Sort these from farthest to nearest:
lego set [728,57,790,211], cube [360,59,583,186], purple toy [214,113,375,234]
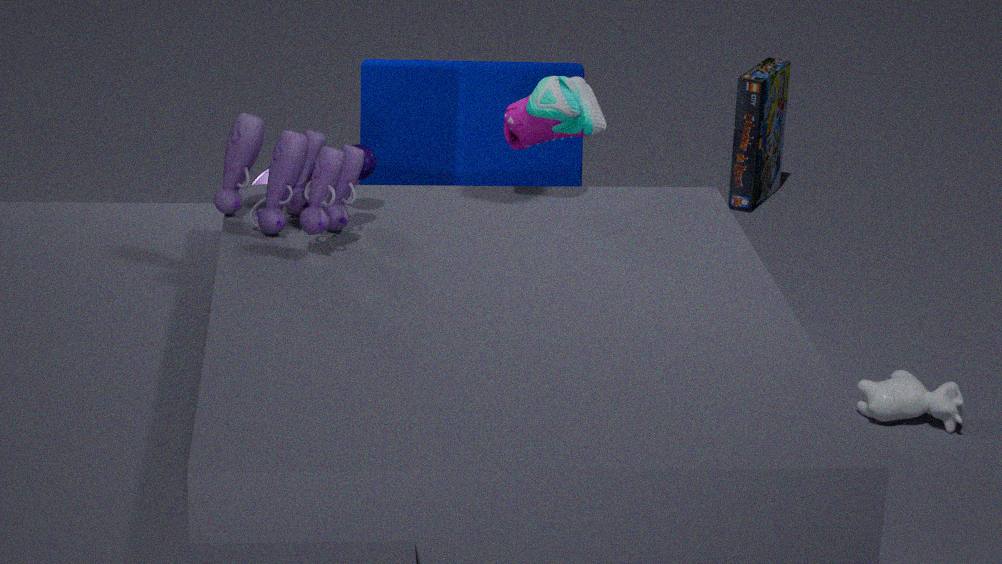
lego set [728,57,790,211], cube [360,59,583,186], purple toy [214,113,375,234]
